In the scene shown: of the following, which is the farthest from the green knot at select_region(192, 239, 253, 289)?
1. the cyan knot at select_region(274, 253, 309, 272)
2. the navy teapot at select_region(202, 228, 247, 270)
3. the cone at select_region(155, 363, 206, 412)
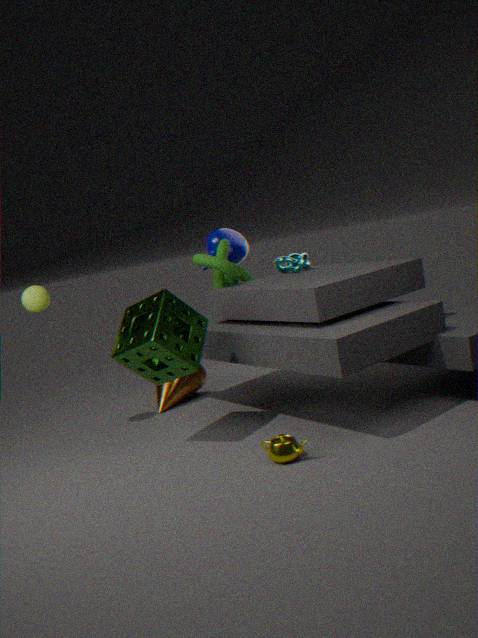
the cone at select_region(155, 363, 206, 412)
